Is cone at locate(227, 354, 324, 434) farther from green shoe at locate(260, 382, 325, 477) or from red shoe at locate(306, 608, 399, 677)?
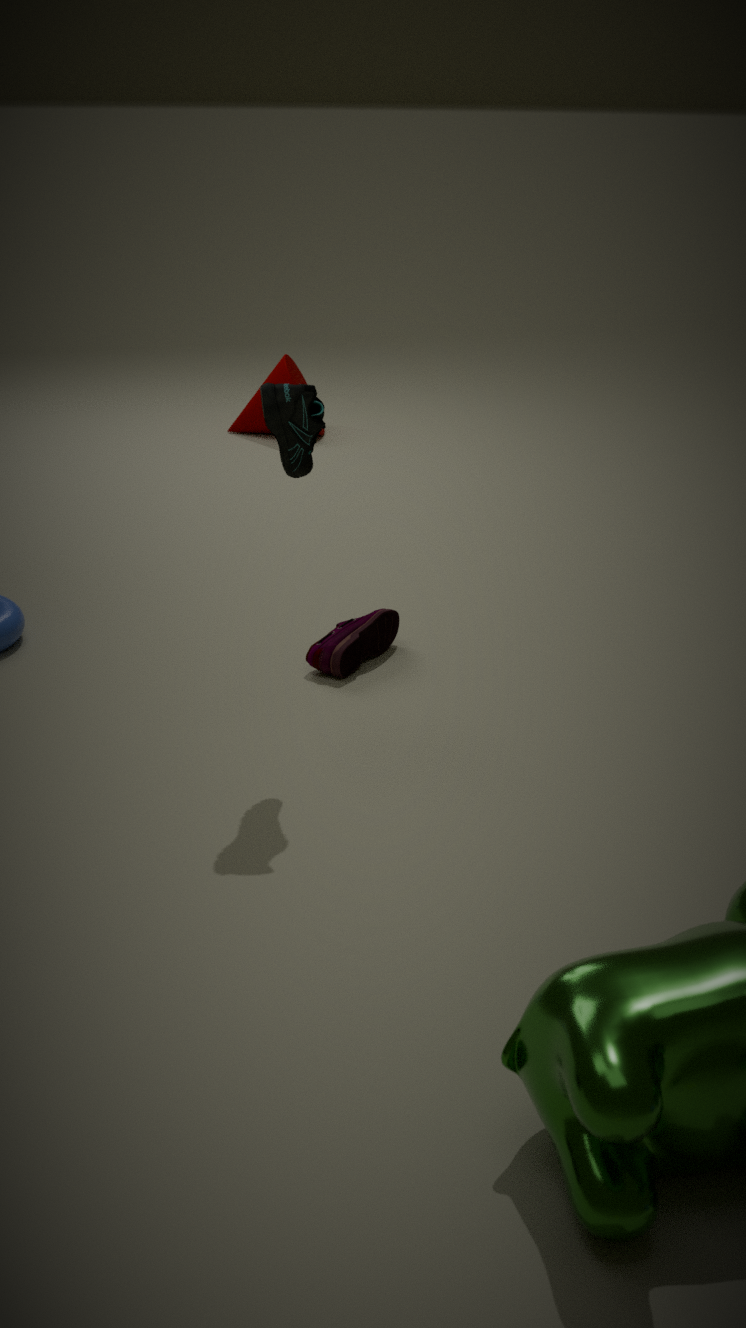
green shoe at locate(260, 382, 325, 477)
